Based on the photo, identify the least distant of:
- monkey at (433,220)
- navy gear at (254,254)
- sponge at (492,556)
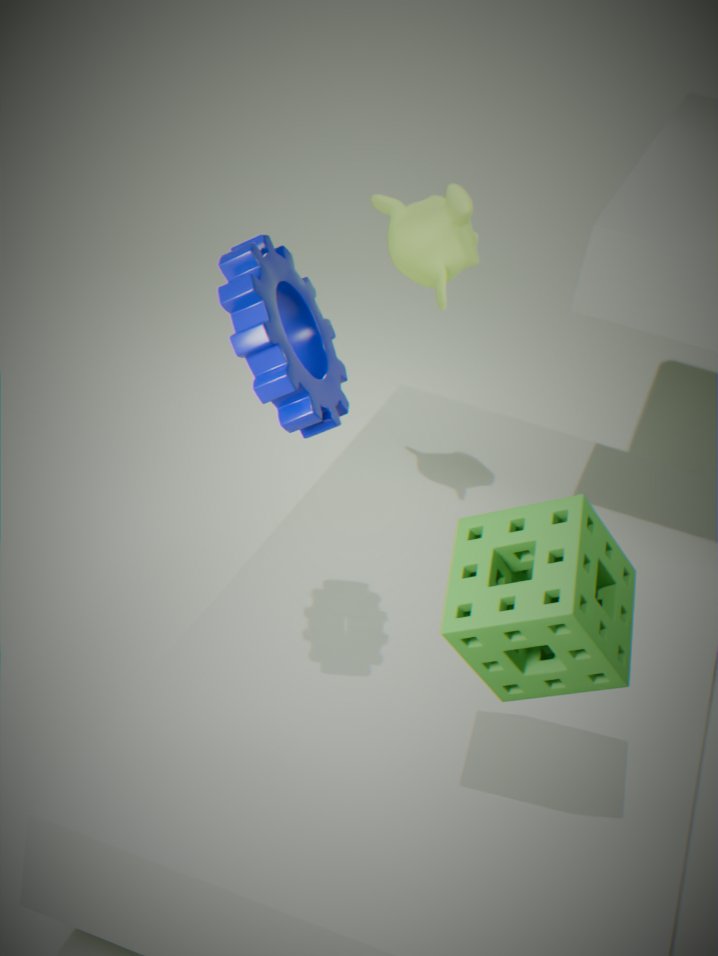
sponge at (492,556)
